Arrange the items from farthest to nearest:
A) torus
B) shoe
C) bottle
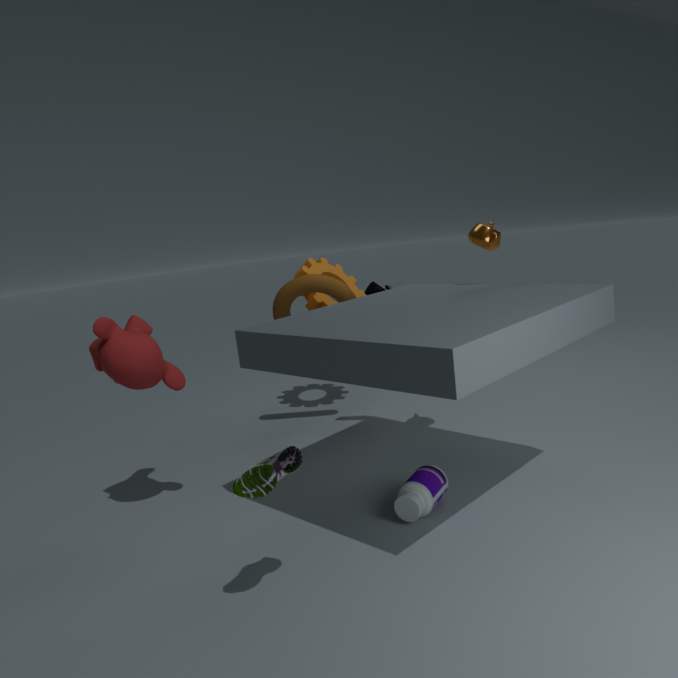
1. torus
2. bottle
3. shoe
